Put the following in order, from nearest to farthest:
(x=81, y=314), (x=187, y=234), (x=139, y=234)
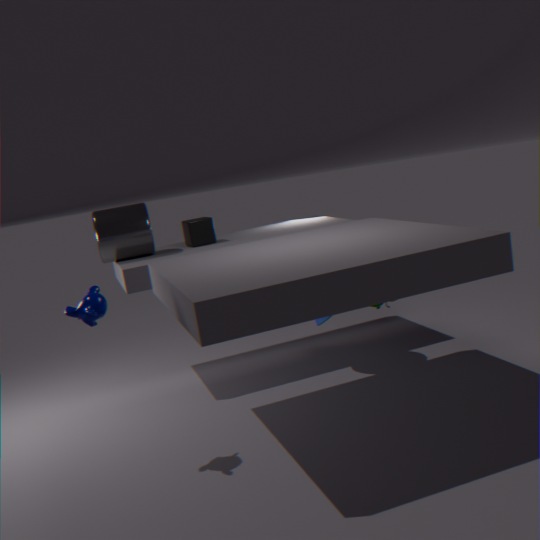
1. (x=81, y=314)
2. (x=139, y=234)
3. (x=187, y=234)
